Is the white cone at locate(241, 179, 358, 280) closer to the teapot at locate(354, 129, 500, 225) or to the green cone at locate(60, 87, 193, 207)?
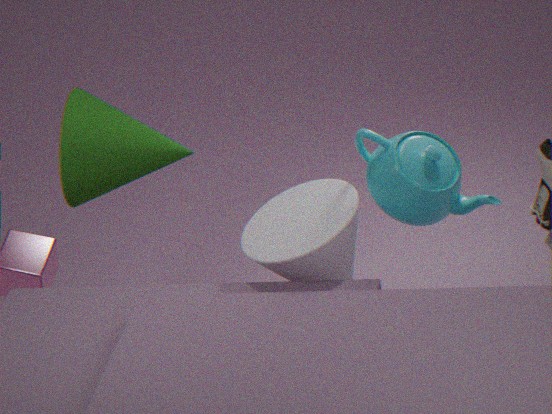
the teapot at locate(354, 129, 500, 225)
